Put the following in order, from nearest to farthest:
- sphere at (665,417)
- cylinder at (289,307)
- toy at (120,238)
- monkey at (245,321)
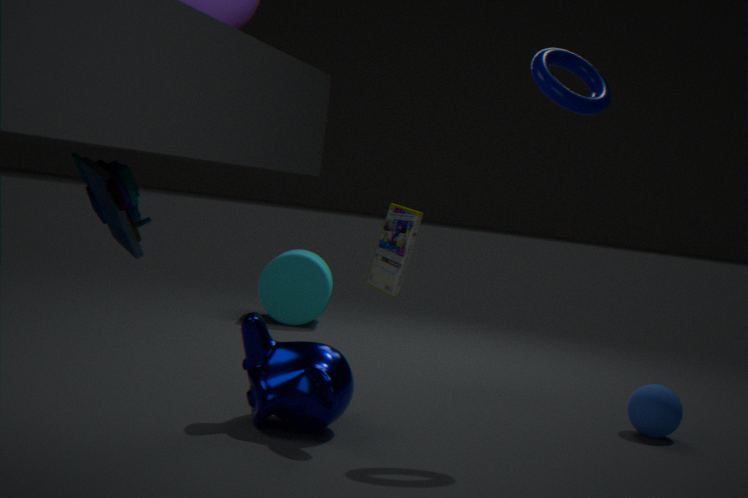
toy at (120,238) < monkey at (245,321) < sphere at (665,417) < cylinder at (289,307)
